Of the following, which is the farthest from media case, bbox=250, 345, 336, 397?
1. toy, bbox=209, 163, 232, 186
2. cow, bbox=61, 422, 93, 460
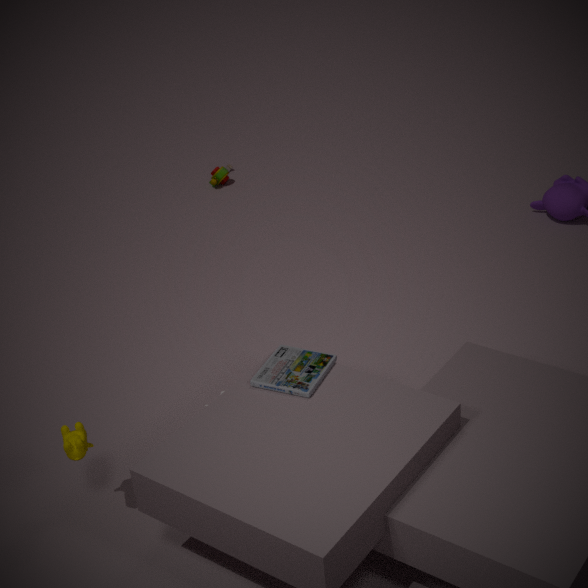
toy, bbox=209, 163, 232, 186
